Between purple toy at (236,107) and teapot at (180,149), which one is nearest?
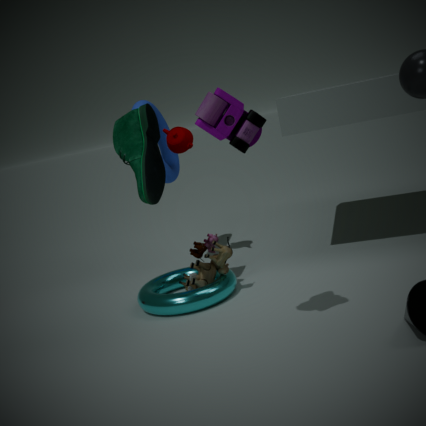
purple toy at (236,107)
